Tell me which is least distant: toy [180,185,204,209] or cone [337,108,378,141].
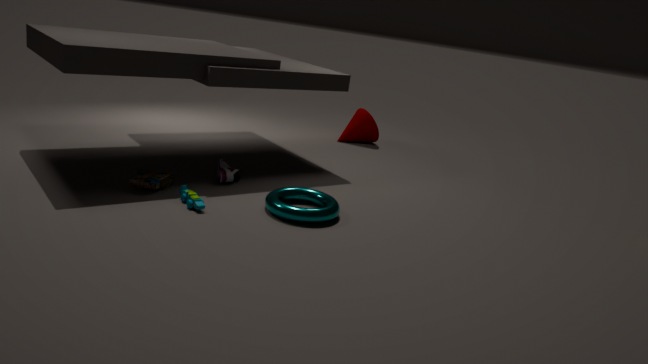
toy [180,185,204,209]
